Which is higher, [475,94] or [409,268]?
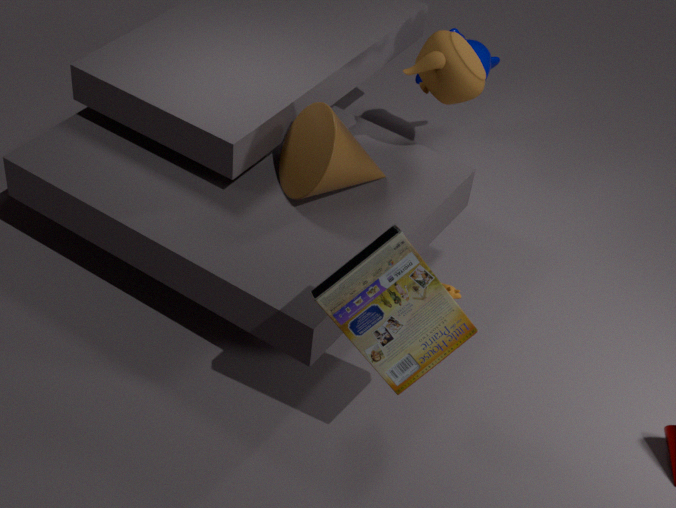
[475,94]
